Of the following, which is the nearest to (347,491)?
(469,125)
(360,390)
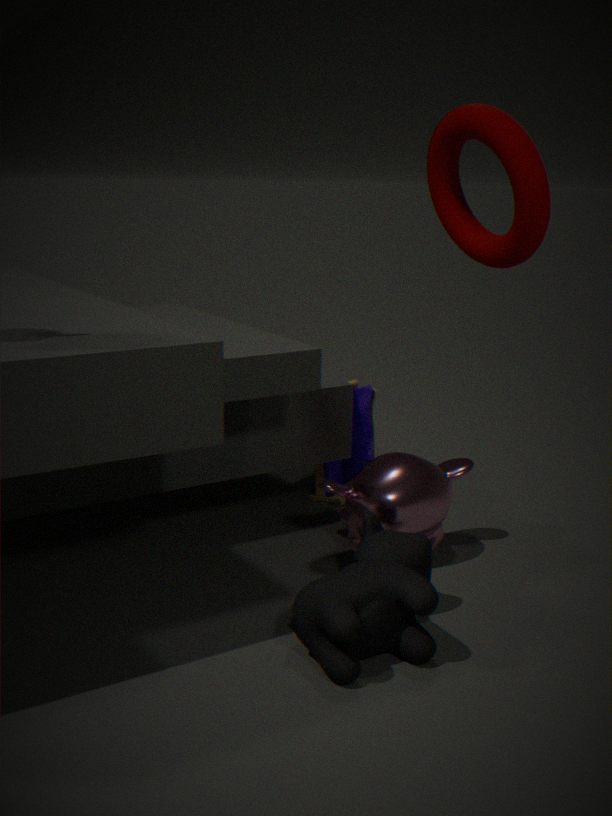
(360,390)
